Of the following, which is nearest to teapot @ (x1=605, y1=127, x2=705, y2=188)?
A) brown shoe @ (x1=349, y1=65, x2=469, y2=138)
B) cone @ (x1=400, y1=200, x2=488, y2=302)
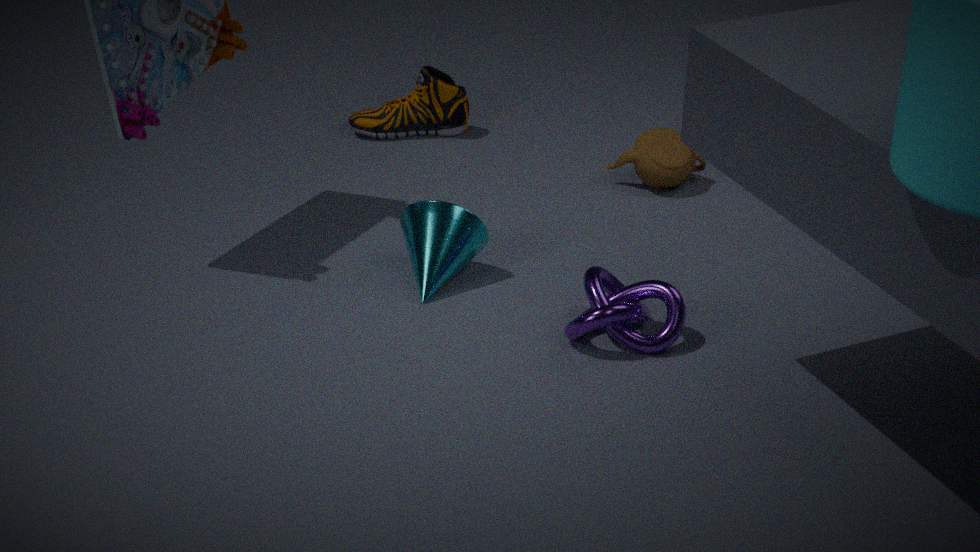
brown shoe @ (x1=349, y1=65, x2=469, y2=138)
